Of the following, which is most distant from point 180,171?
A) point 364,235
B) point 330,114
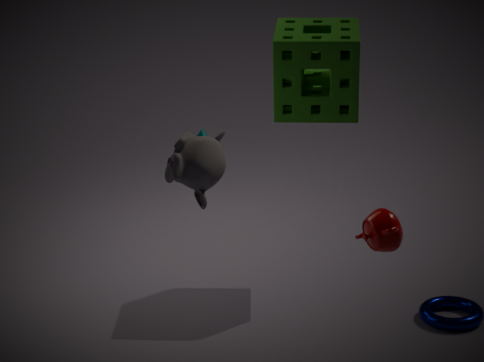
point 330,114
